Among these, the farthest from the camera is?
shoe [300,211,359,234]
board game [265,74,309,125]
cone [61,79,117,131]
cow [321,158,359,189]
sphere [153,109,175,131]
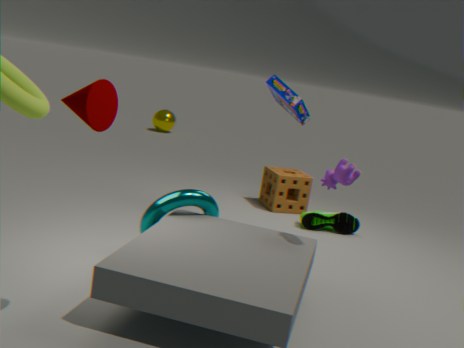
sphere [153,109,175,131]
